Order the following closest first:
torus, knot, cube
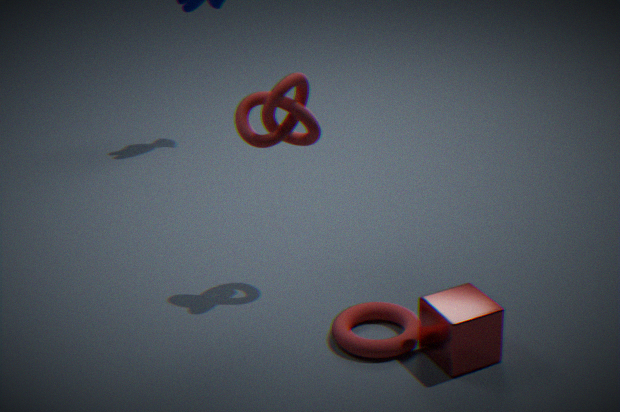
cube < torus < knot
